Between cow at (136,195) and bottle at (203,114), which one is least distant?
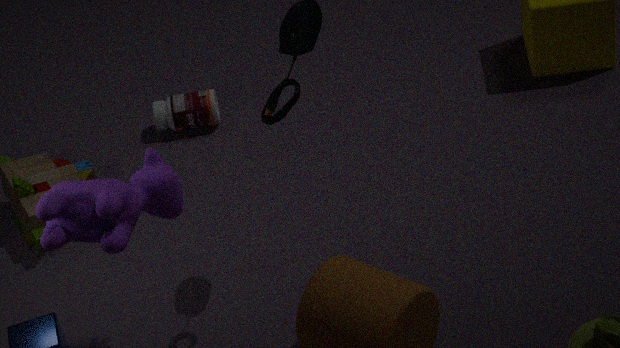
cow at (136,195)
